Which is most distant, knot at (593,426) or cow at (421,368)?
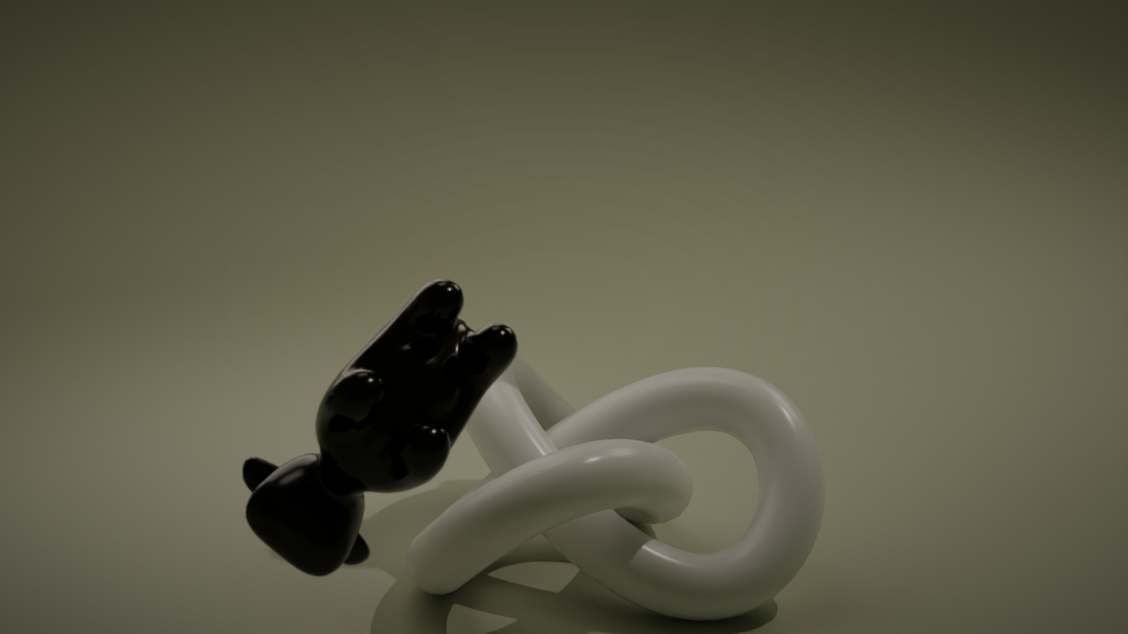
knot at (593,426)
